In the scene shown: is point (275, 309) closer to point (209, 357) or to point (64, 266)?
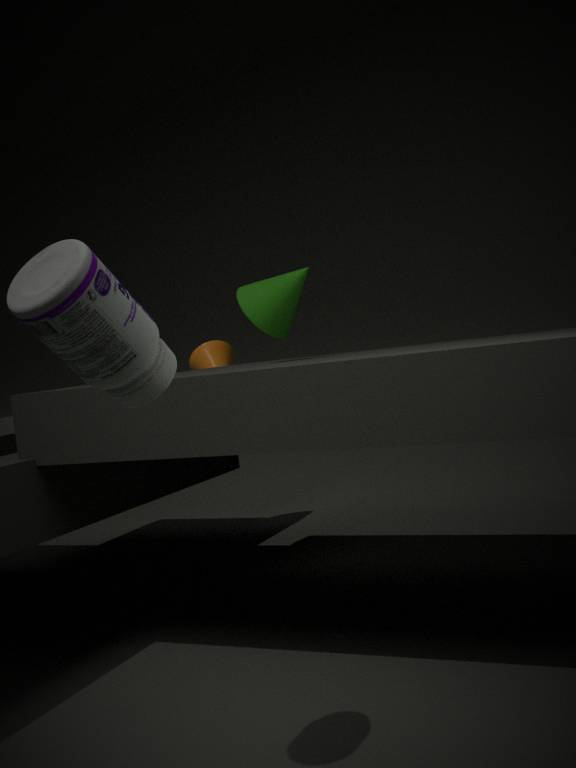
point (209, 357)
